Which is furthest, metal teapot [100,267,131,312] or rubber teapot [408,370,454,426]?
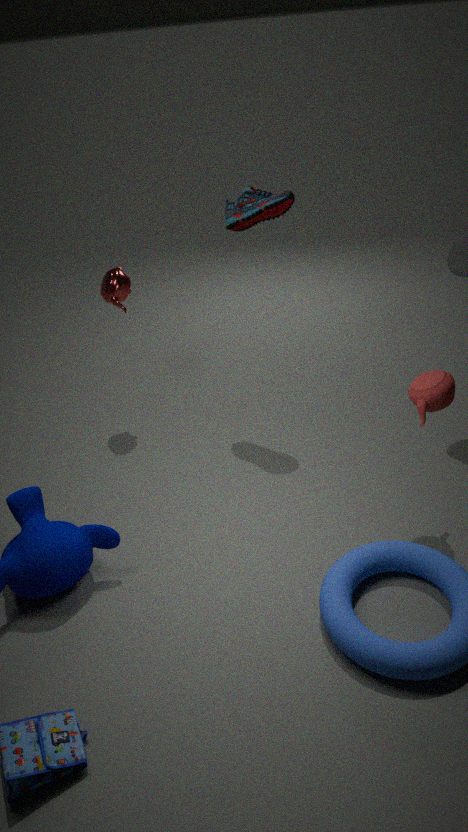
metal teapot [100,267,131,312]
